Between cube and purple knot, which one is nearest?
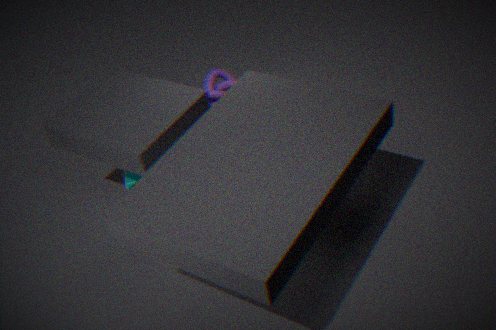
cube
